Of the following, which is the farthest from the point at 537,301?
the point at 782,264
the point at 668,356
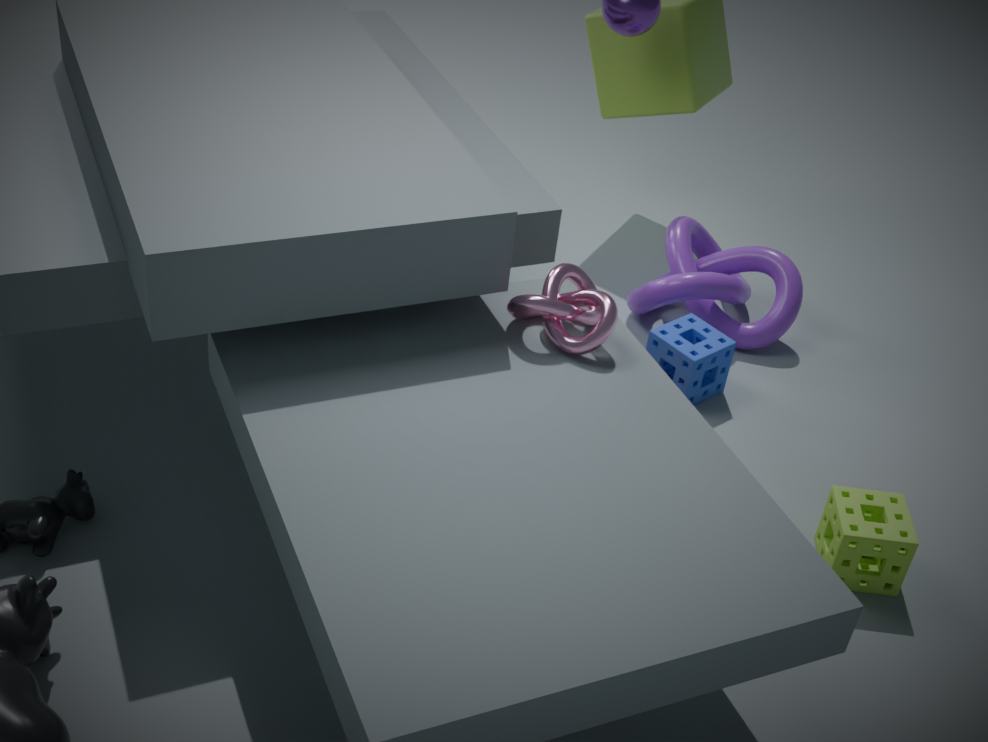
the point at 782,264
